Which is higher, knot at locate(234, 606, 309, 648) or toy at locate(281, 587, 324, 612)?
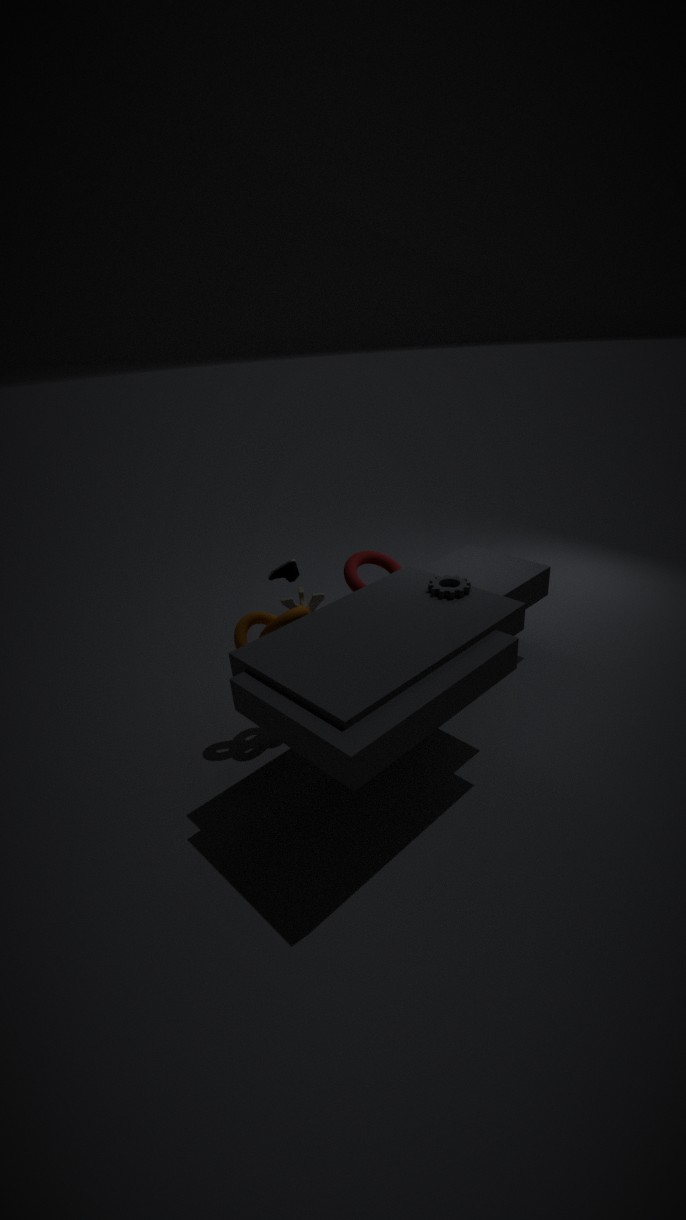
knot at locate(234, 606, 309, 648)
